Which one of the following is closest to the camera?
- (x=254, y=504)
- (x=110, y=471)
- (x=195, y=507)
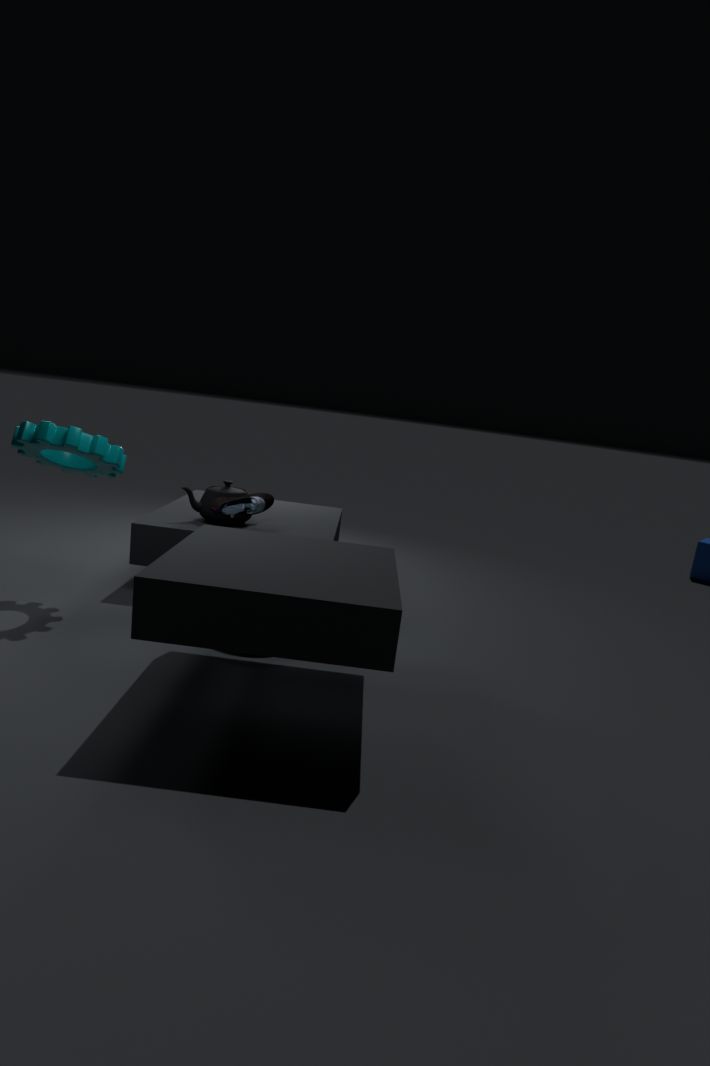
(x=110, y=471)
